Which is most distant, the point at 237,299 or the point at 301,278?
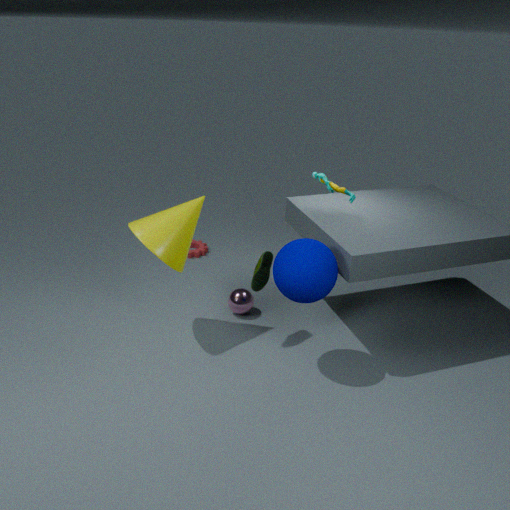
the point at 237,299
